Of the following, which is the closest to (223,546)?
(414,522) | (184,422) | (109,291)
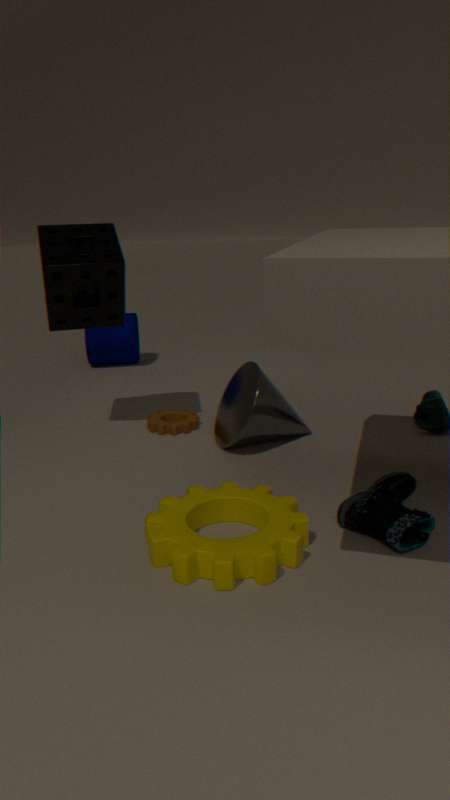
(414,522)
